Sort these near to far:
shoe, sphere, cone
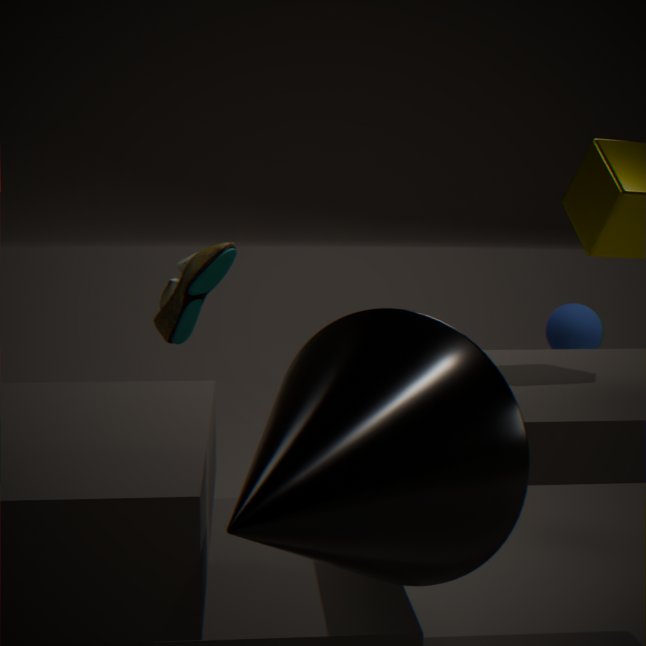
cone, shoe, sphere
